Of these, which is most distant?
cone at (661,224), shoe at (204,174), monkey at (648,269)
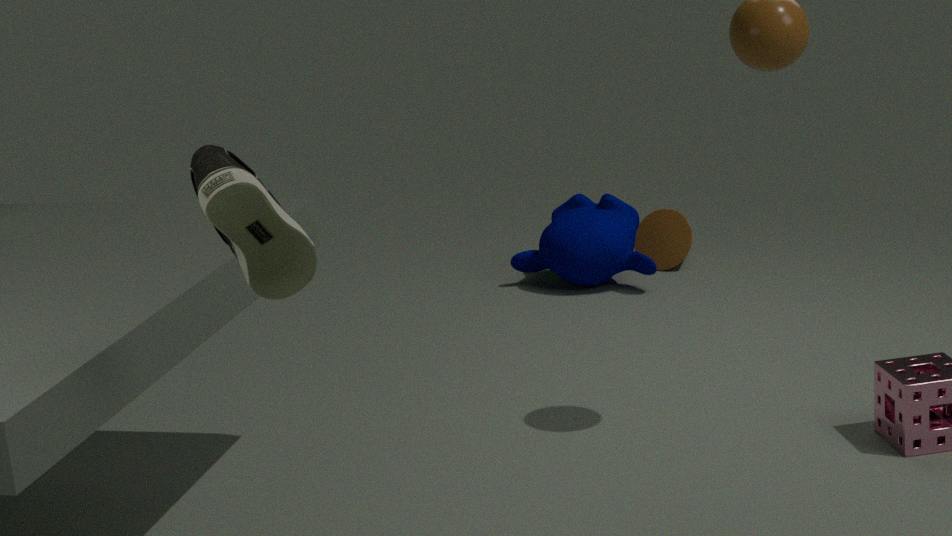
cone at (661,224)
